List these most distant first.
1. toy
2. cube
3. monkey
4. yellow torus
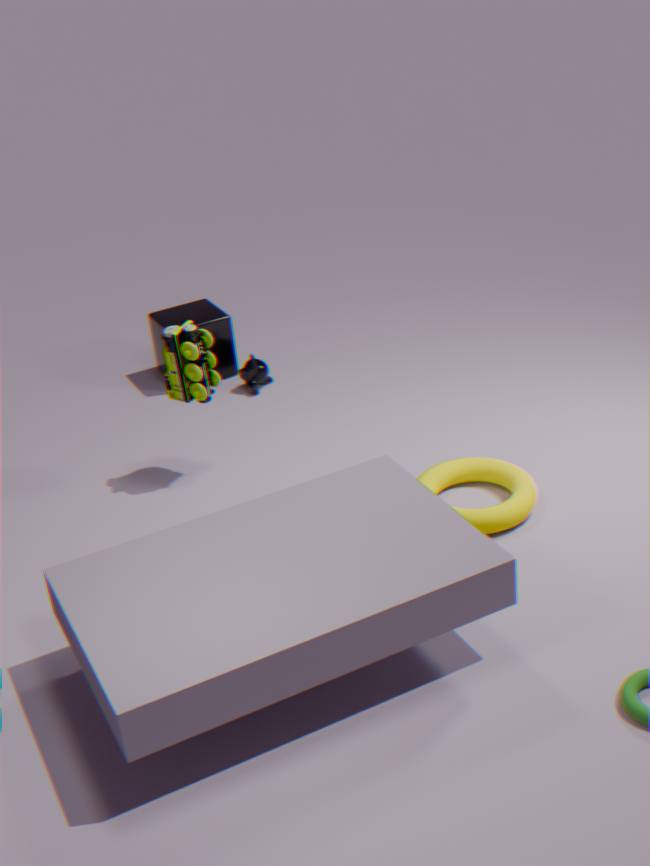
Answer: cube < monkey < toy < yellow torus
